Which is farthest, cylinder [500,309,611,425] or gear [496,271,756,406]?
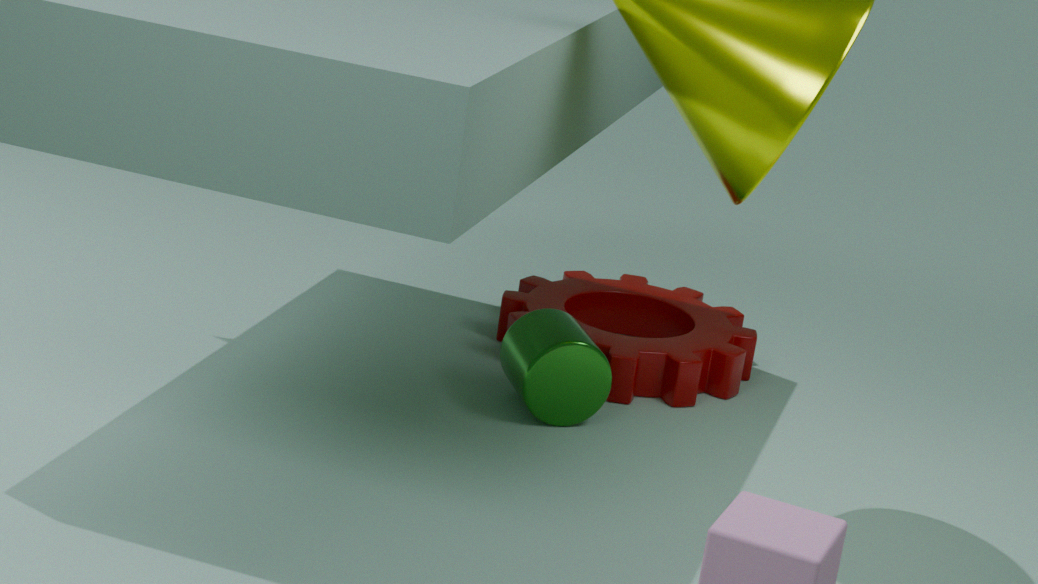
gear [496,271,756,406]
